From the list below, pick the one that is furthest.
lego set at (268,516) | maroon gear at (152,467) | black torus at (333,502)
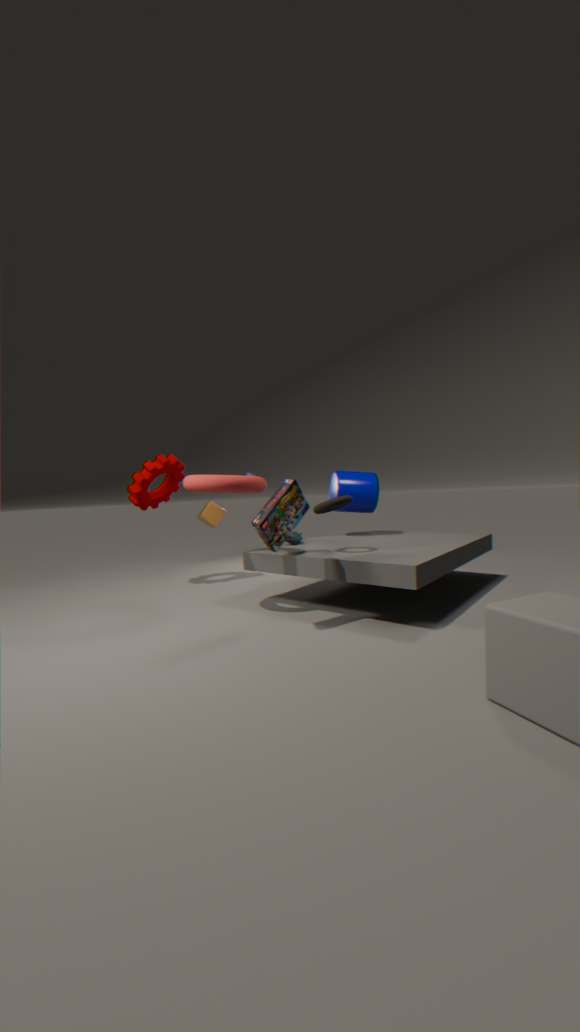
maroon gear at (152,467)
